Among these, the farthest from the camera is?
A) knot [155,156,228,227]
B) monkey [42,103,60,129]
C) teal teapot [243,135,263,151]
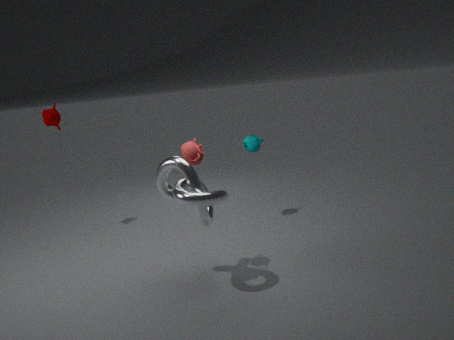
monkey [42,103,60,129]
